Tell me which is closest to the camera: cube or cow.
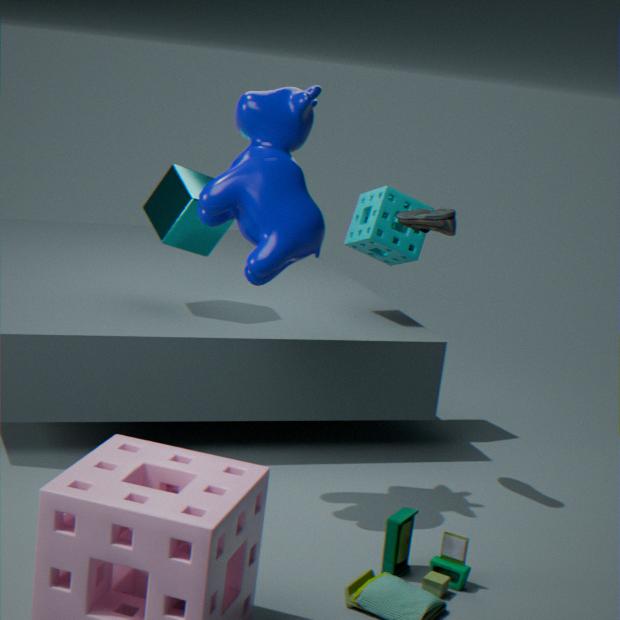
cow
